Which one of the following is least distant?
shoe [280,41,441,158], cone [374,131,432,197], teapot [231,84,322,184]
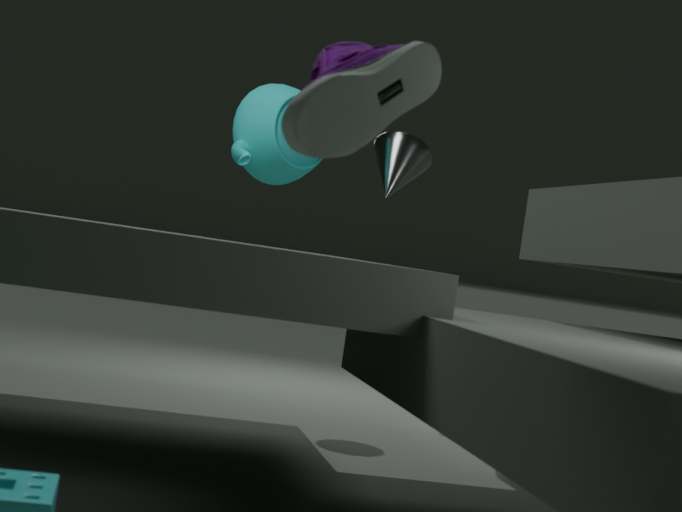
shoe [280,41,441,158]
